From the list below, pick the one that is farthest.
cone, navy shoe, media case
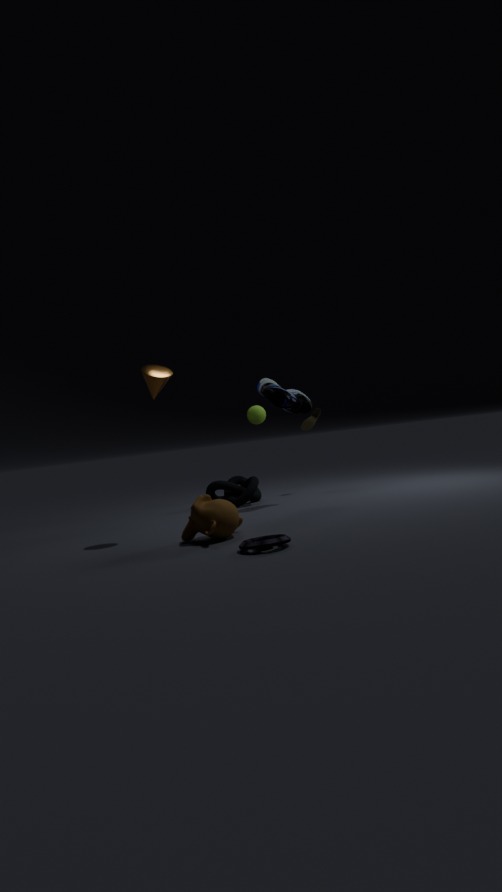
navy shoe
